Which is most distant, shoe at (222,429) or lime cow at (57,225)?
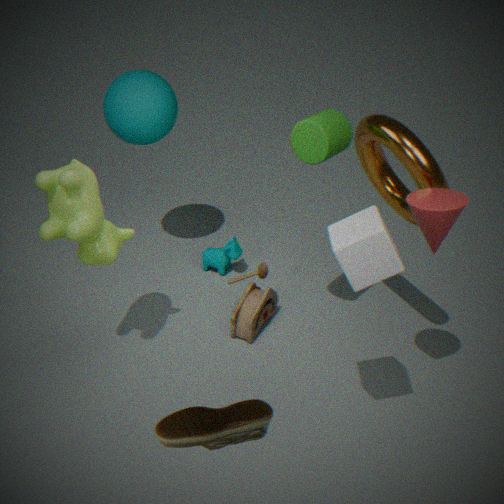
lime cow at (57,225)
